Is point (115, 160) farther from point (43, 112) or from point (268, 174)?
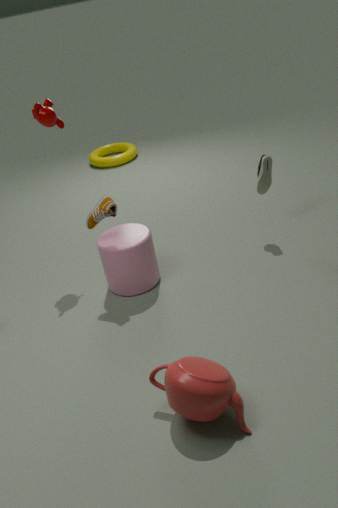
point (268, 174)
